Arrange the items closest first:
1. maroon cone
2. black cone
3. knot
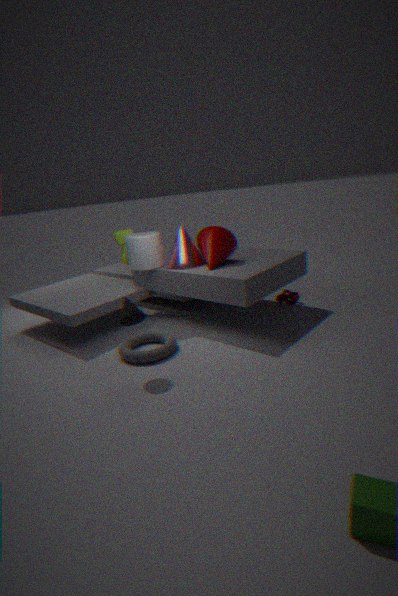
black cone < maroon cone < knot
